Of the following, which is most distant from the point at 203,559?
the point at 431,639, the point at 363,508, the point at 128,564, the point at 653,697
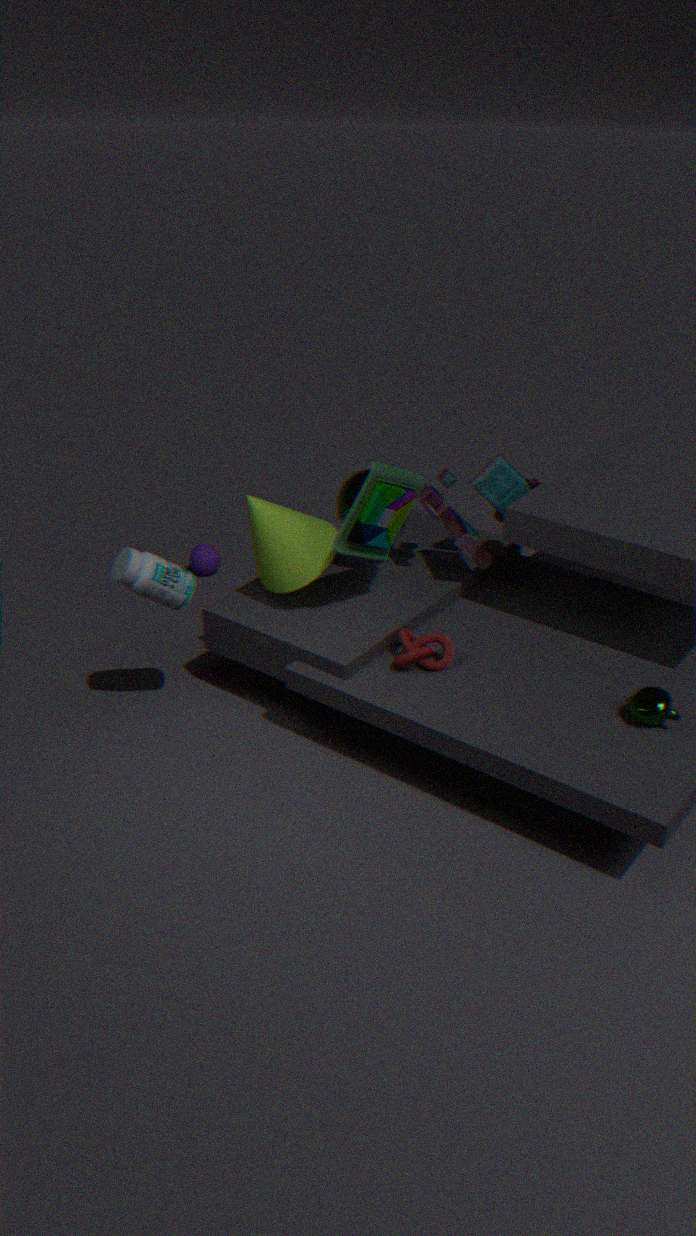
the point at 653,697
